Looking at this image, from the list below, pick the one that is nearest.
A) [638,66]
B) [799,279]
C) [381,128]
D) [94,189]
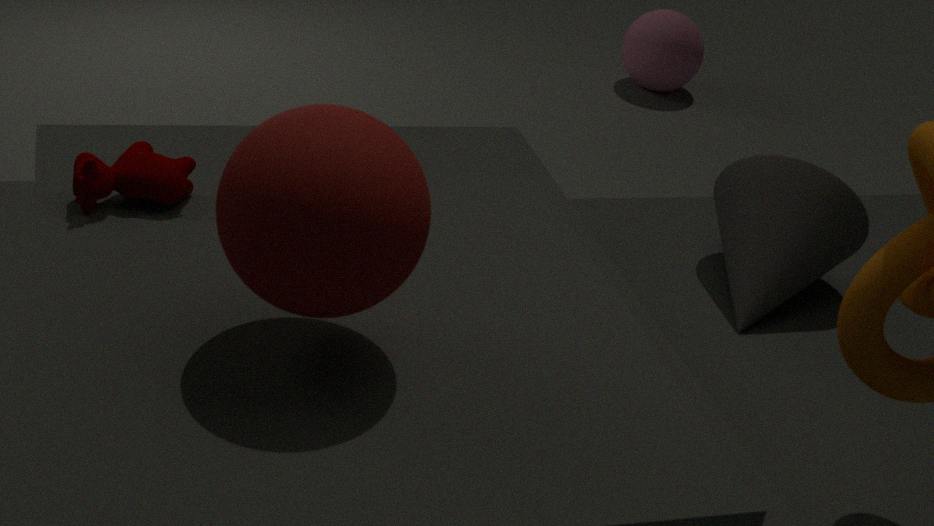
[381,128]
